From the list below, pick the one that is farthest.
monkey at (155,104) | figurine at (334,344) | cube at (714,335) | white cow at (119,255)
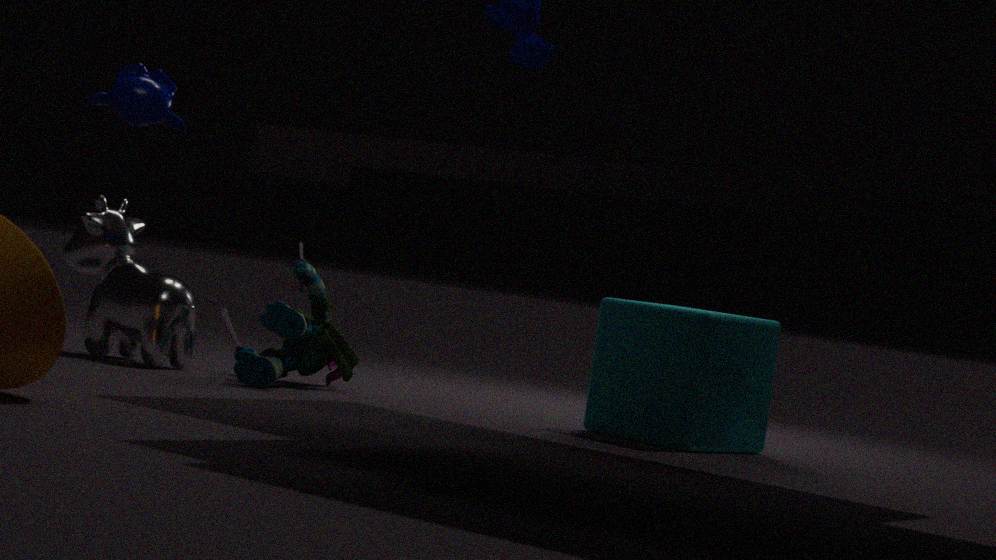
white cow at (119,255)
